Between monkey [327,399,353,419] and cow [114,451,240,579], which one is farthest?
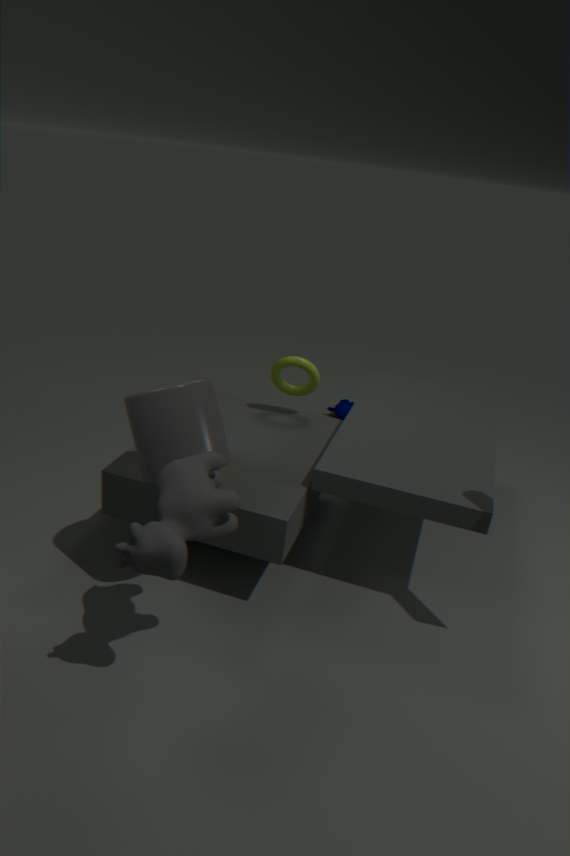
monkey [327,399,353,419]
